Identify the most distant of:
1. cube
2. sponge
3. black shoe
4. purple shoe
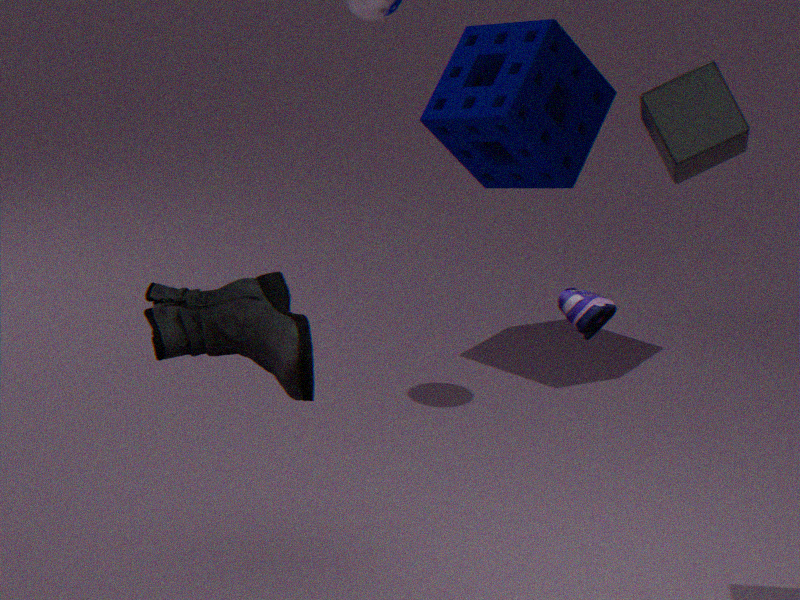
sponge
